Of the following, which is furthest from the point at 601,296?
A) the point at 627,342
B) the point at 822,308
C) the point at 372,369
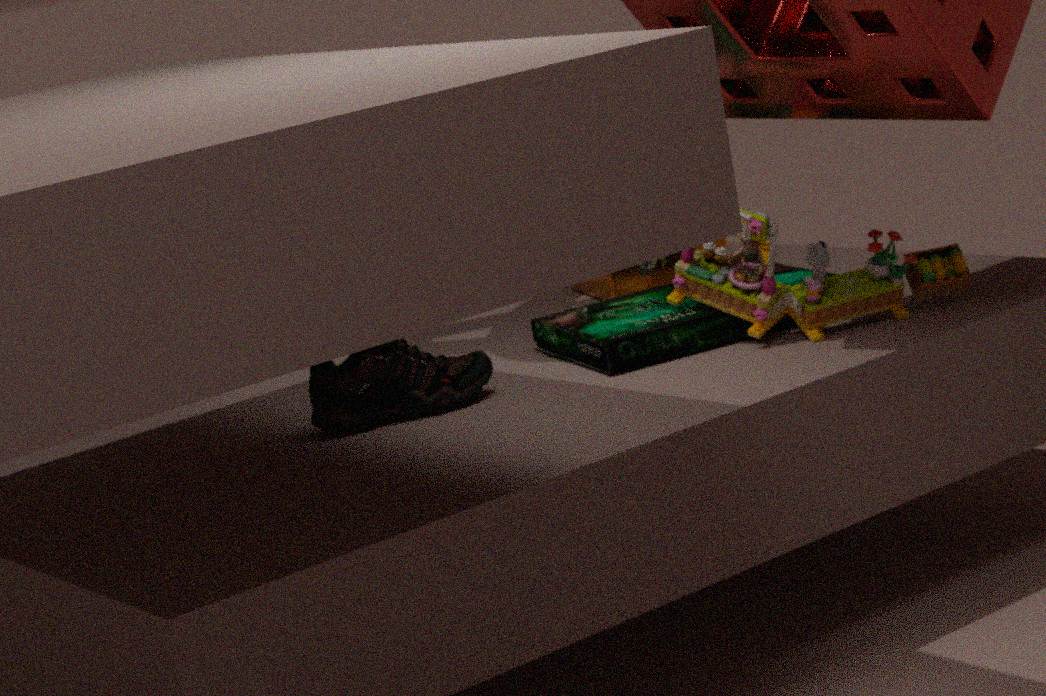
the point at 372,369
